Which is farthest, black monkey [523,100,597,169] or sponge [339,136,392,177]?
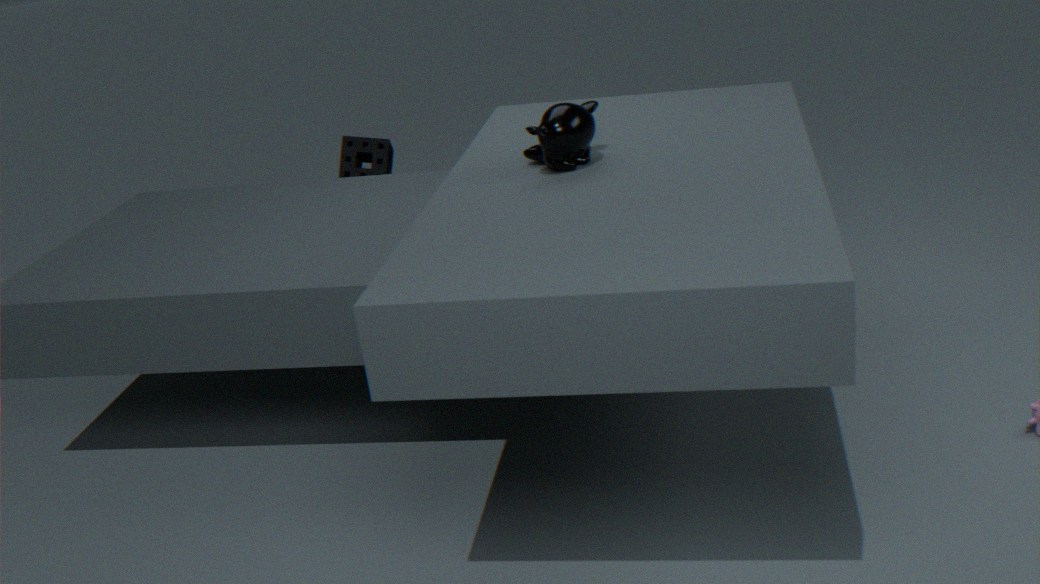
sponge [339,136,392,177]
